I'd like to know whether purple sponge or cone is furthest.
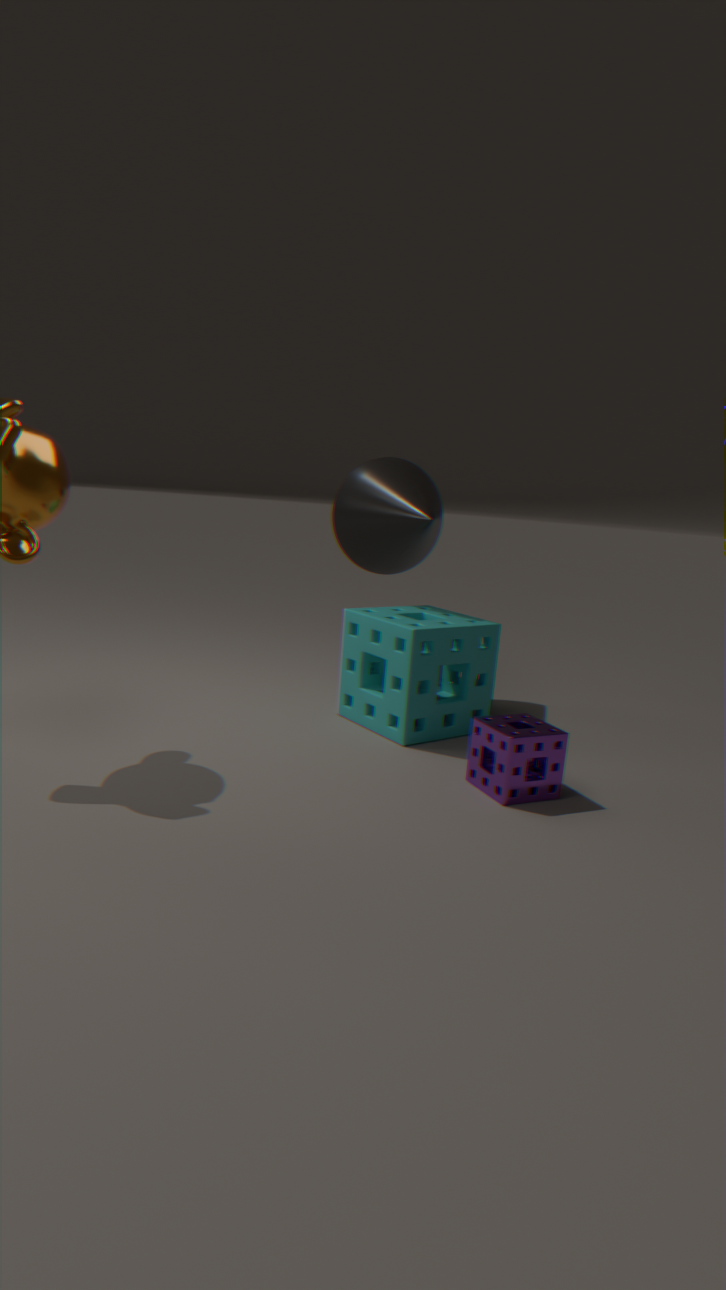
cone
